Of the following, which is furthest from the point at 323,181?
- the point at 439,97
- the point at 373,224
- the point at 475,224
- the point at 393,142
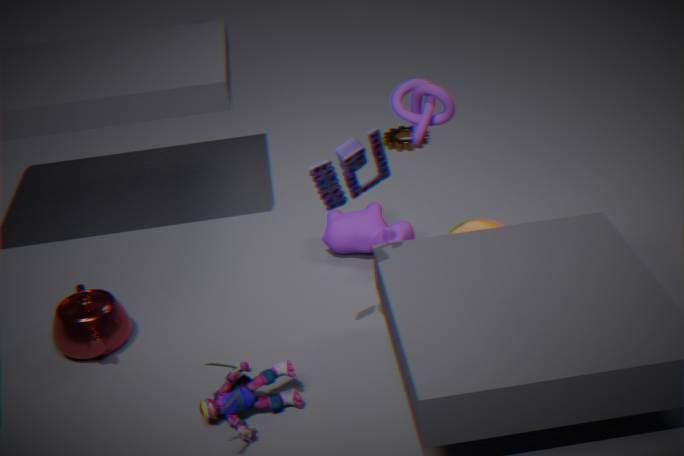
the point at 393,142
